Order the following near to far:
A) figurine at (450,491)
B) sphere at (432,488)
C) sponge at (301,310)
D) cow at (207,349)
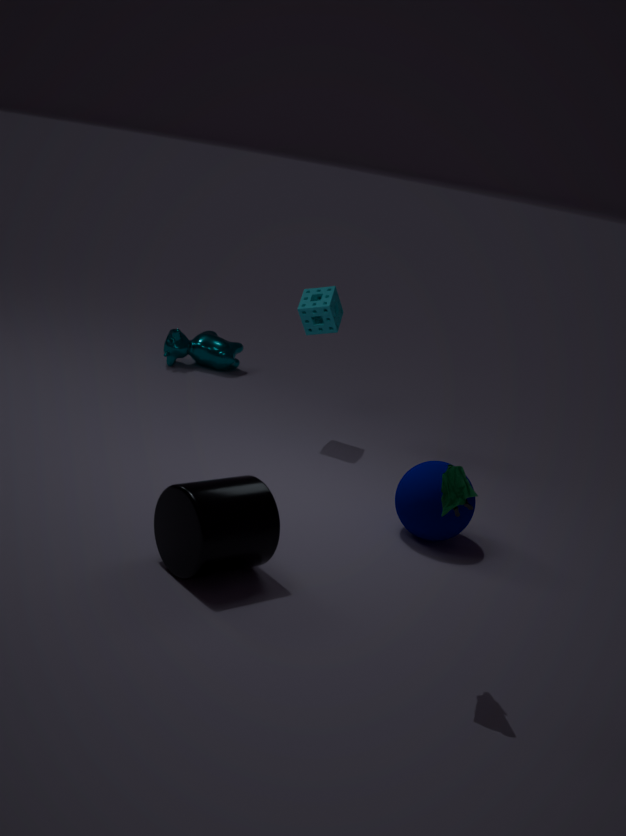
figurine at (450,491)
sphere at (432,488)
sponge at (301,310)
cow at (207,349)
